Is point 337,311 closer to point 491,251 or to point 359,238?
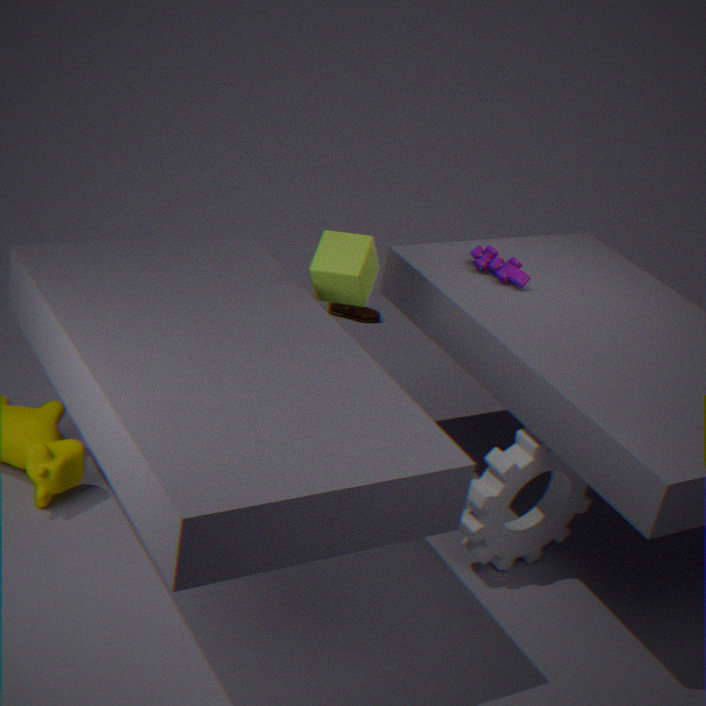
point 491,251
